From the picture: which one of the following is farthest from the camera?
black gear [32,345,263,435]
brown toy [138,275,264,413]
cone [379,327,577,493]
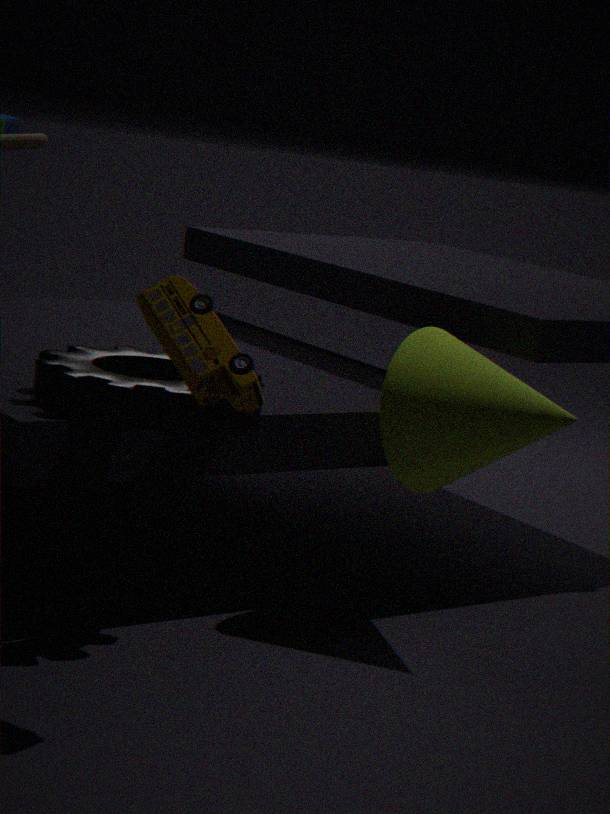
cone [379,327,577,493]
